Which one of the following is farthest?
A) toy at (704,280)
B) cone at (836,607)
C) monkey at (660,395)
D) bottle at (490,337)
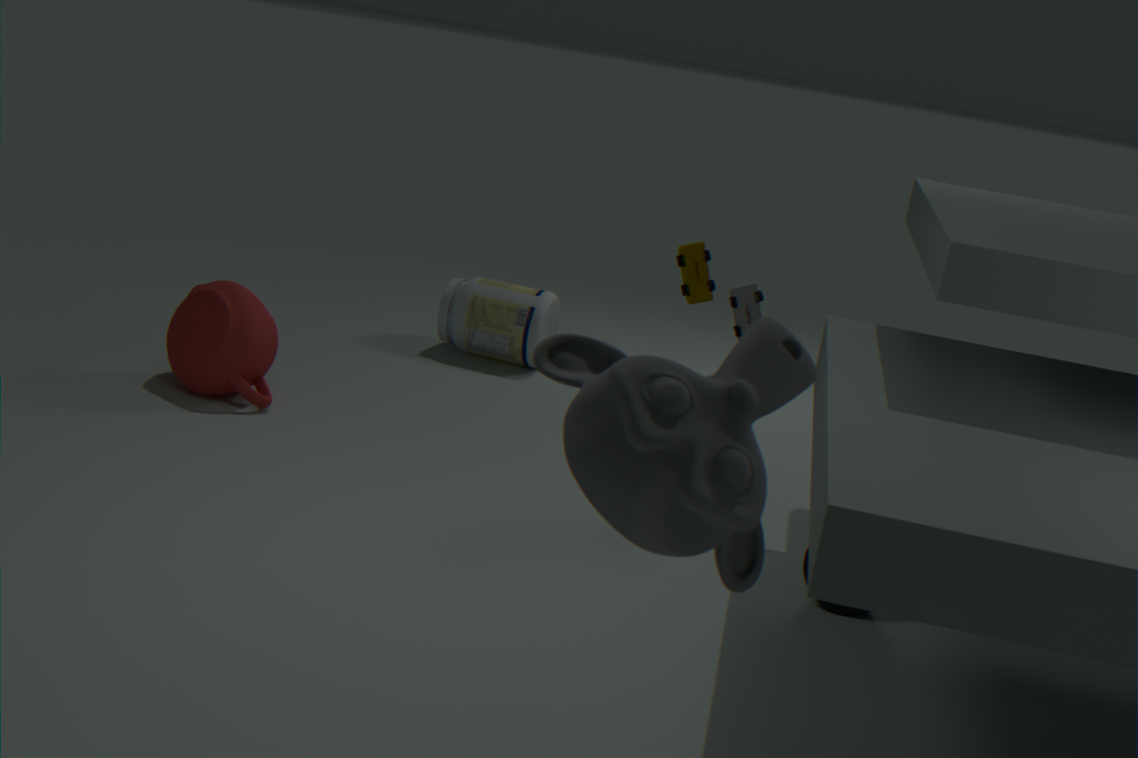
bottle at (490,337)
